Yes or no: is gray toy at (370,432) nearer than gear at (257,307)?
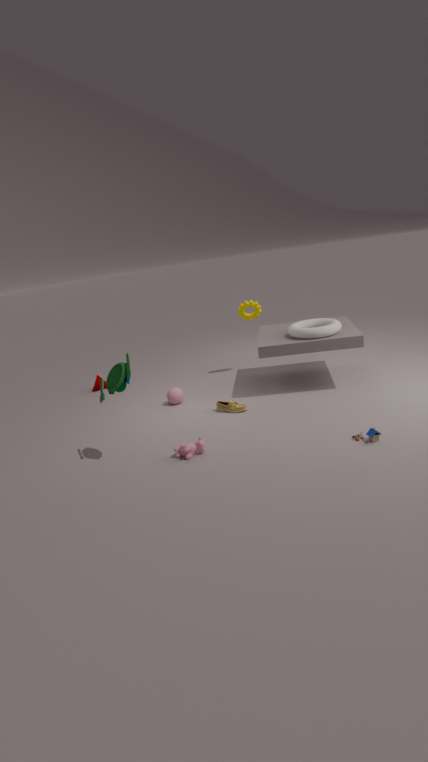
Yes
